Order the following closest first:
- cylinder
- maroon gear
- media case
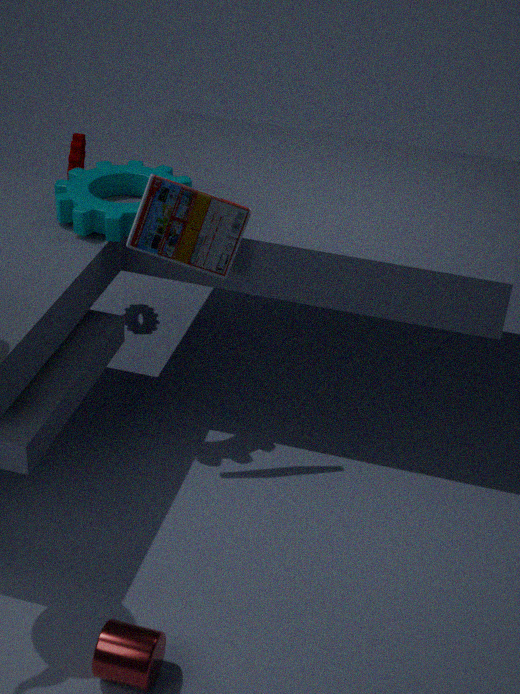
cylinder → media case → maroon gear
